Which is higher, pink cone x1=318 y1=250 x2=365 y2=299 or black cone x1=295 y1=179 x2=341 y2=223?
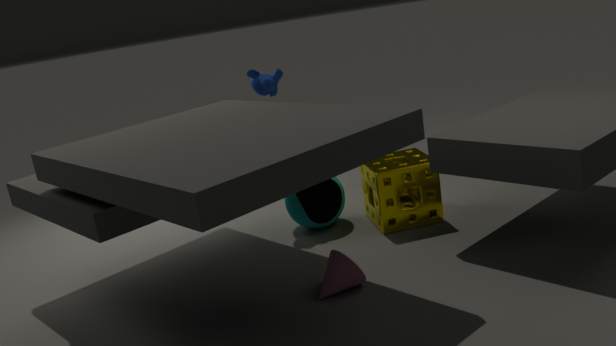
black cone x1=295 y1=179 x2=341 y2=223
